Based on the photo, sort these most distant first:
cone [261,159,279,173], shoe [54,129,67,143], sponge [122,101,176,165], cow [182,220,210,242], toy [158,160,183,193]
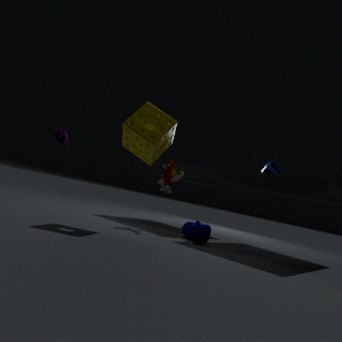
toy [158,160,183,193], cone [261,159,279,173], cow [182,220,210,242], shoe [54,129,67,143], sponge [122,101,176,165]
